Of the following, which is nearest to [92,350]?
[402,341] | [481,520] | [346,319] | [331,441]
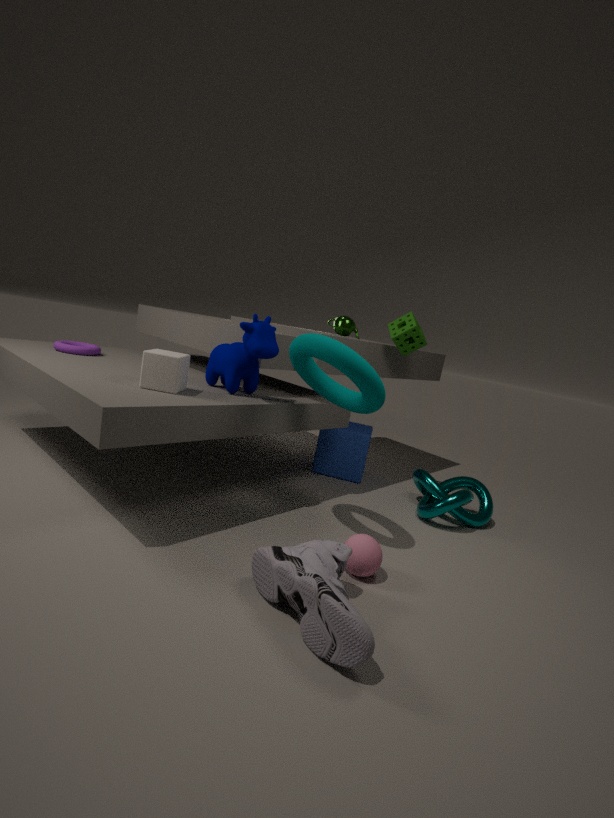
[346,319]
